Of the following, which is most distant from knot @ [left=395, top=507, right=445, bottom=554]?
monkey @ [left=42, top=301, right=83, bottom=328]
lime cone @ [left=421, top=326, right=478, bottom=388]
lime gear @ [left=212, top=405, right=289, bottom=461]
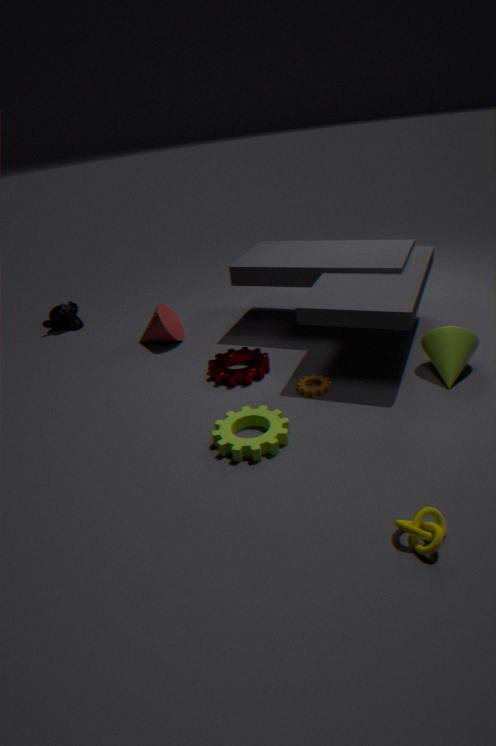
monkey @ [left=42, top=301, right=83, bottom=328]
